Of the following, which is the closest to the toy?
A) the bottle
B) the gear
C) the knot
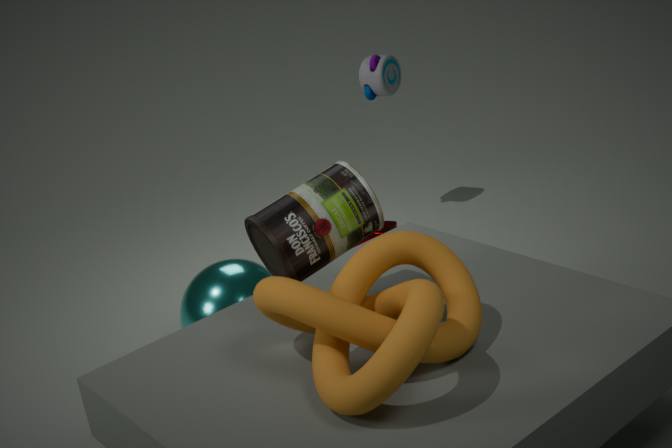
the gear
